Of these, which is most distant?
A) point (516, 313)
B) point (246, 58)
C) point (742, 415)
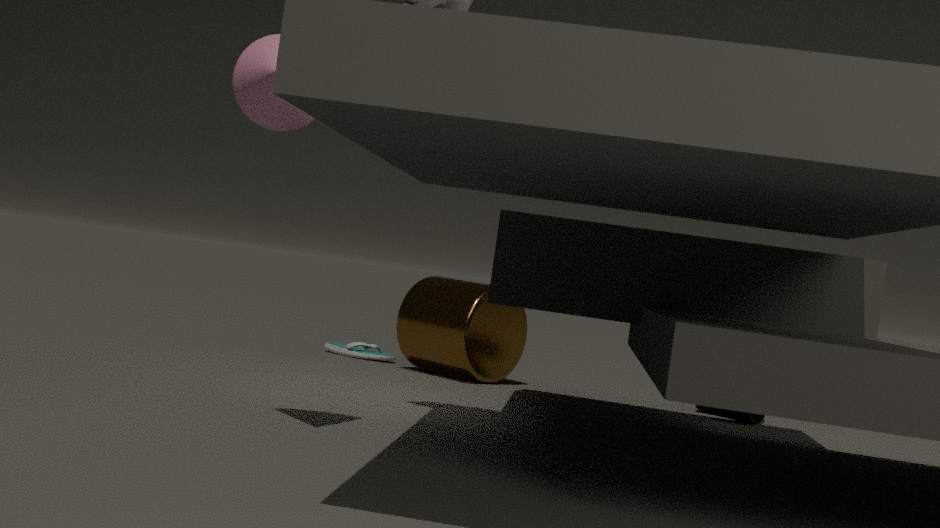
A. point (516, 313)
